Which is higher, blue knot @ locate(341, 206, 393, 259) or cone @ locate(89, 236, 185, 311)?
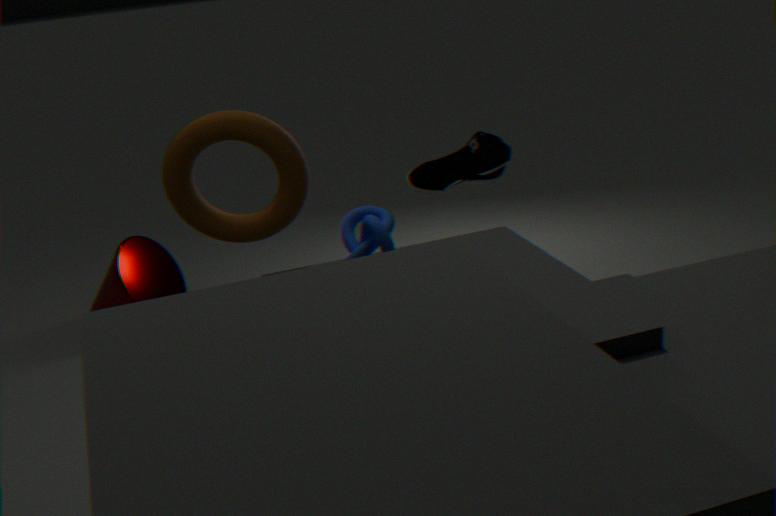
blue knot @ locate(341, 206, 393, 259)
